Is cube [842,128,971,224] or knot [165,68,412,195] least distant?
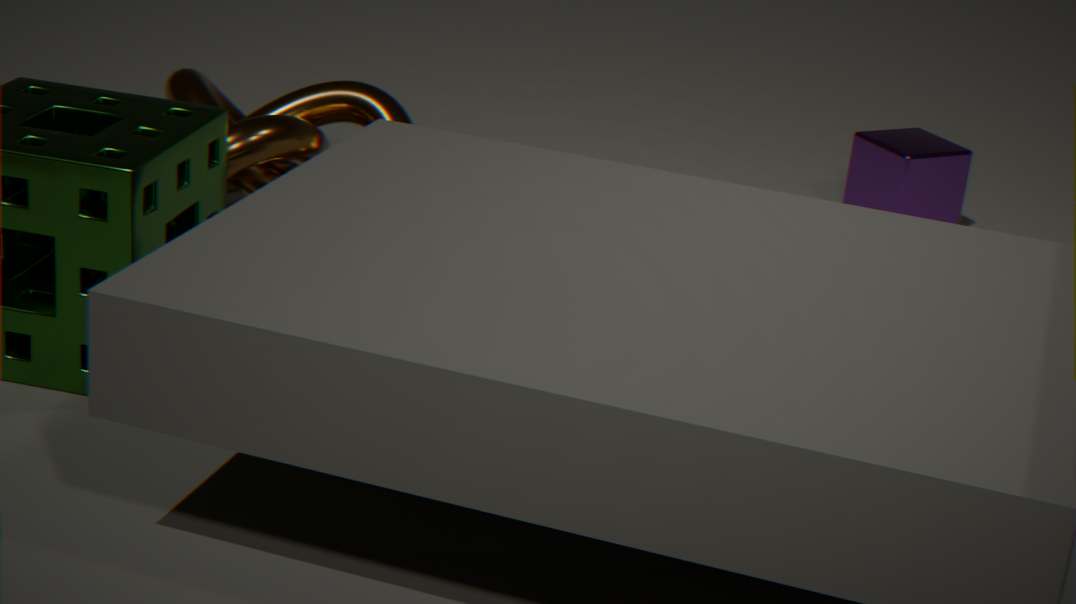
knot [165,68,412,195]
